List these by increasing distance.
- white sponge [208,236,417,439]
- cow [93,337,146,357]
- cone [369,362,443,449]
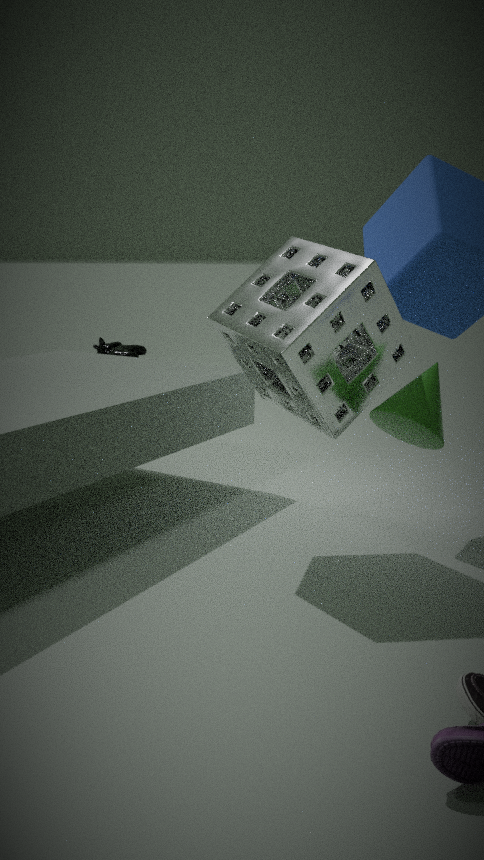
white sponge [208,236,417,439]
cone [369,362,443,449]
cow [93,337,146,357]
